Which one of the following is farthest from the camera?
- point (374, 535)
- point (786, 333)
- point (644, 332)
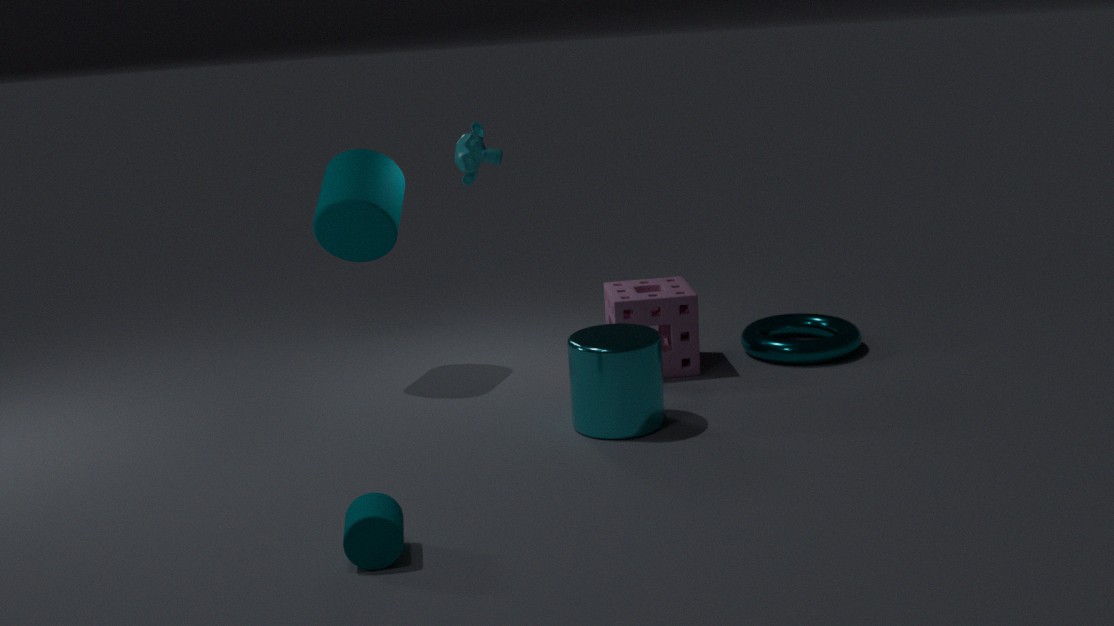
point (786, 333)
